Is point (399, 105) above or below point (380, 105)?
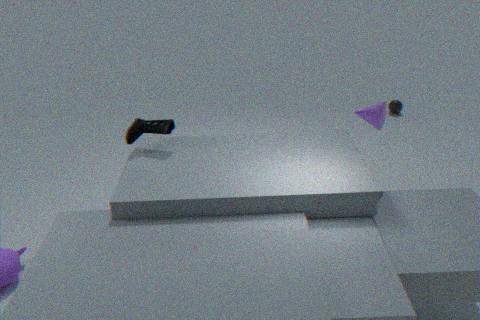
below
